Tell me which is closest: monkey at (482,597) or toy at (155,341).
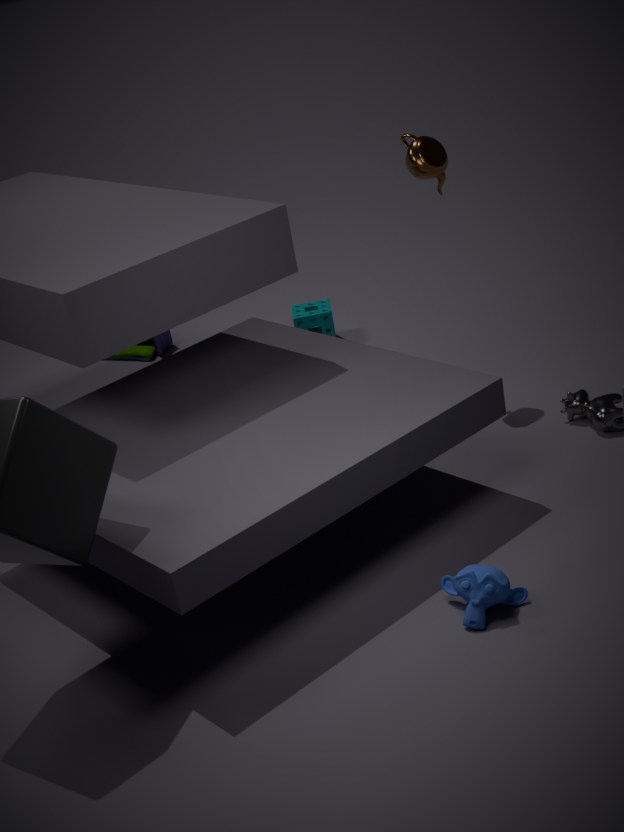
monkey at (482,597)
